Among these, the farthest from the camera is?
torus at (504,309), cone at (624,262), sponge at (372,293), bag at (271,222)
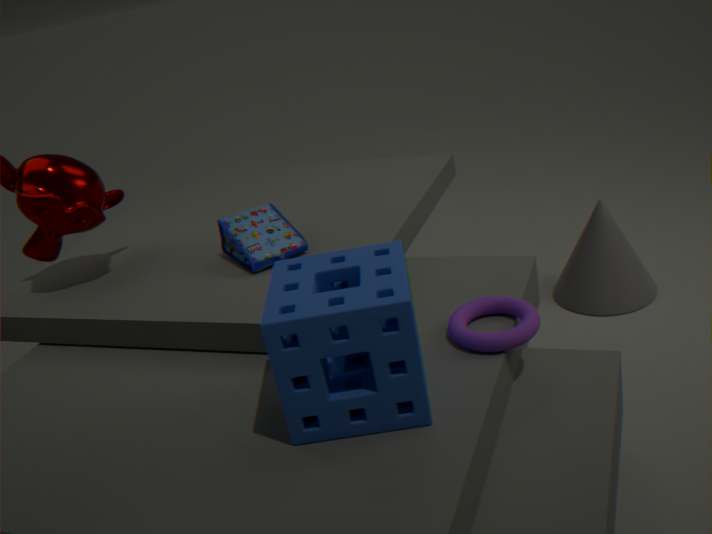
cone at (624,262)
